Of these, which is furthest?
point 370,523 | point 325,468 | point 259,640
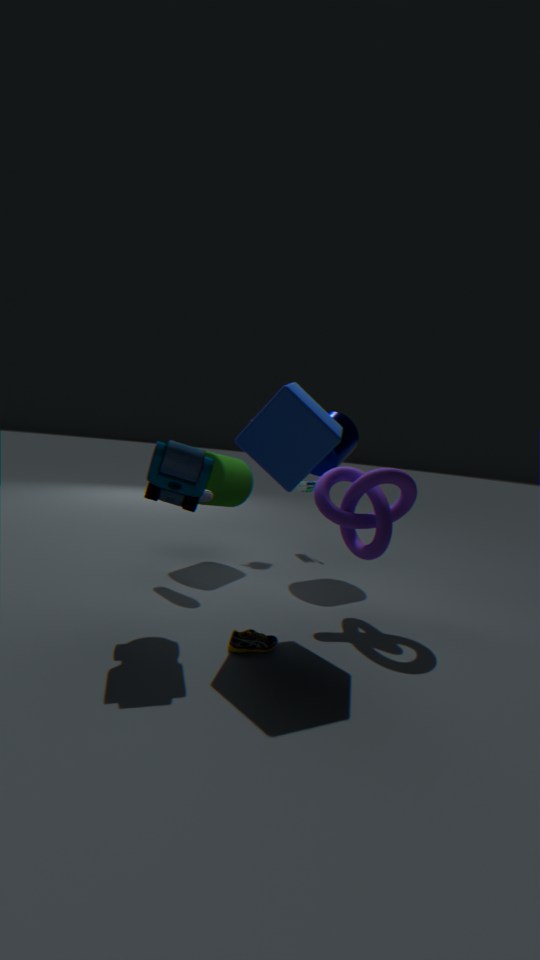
point 325,468
